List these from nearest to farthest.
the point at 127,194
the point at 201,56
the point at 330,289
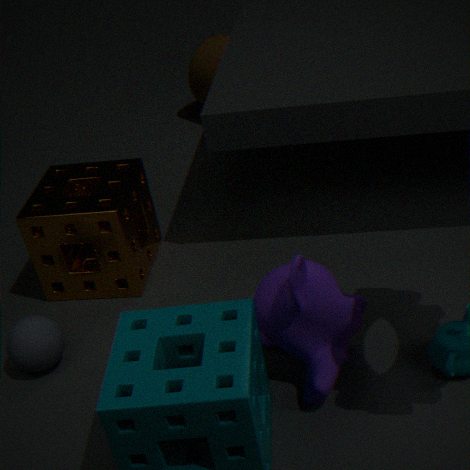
1. the point at 330,289
2. the point at 127,194
3. the point at 201,56
